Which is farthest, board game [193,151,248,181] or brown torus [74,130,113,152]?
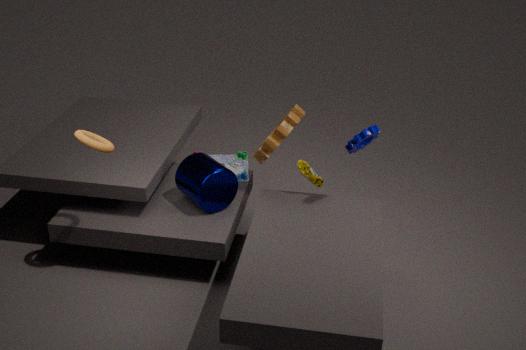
board game [193,151,248,181]
